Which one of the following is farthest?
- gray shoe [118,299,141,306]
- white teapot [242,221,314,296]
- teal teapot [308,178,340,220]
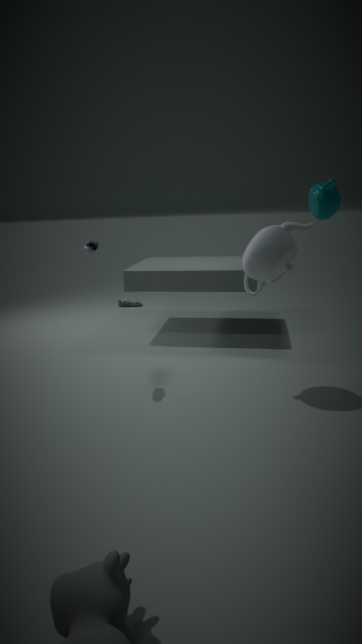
gray shoe [118,299,141,306]
